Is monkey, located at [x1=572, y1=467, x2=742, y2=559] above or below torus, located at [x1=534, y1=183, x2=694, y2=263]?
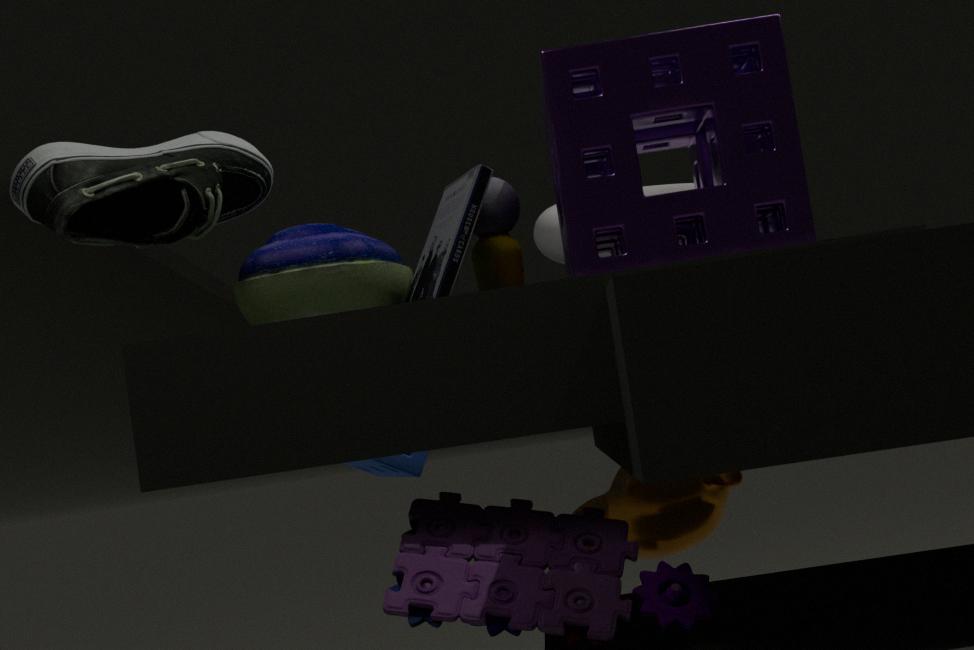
below
